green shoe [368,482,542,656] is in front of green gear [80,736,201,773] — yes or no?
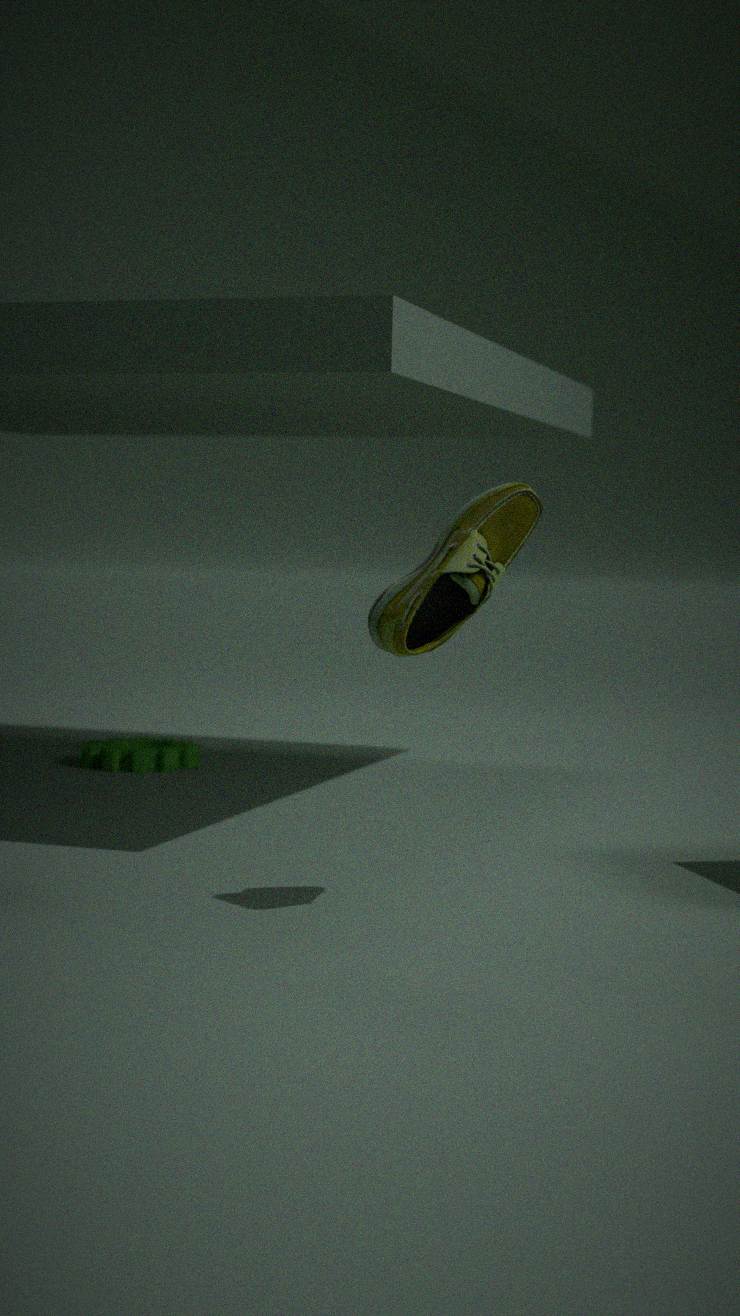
Yes
